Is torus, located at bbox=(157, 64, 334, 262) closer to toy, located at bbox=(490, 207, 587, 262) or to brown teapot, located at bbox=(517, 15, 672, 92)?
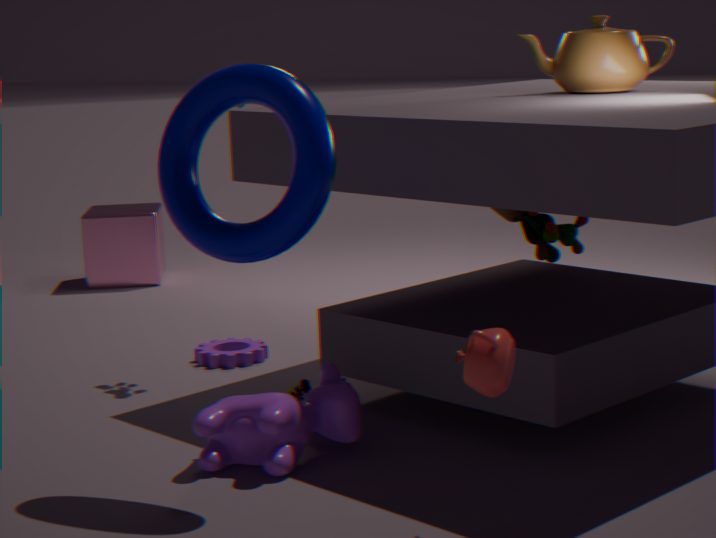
toy, located at bbox=(490, 207, 587, 262)
